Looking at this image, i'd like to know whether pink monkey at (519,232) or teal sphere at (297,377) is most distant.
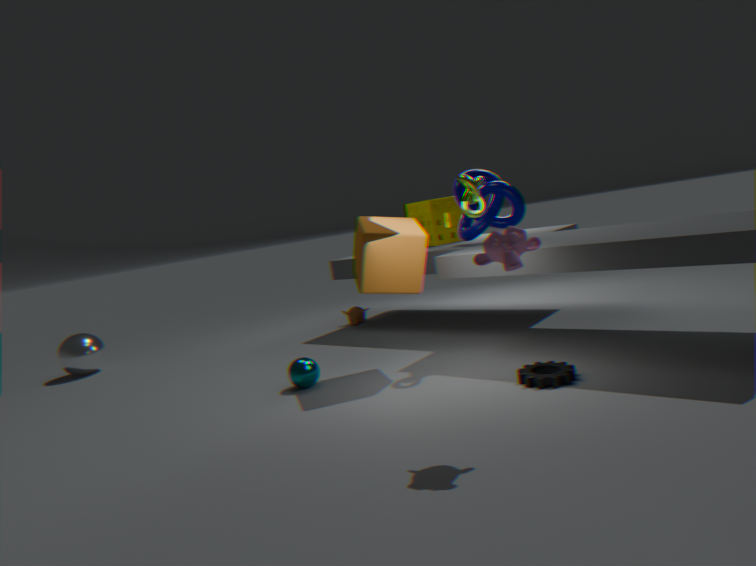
teal sphere at (297,377)
